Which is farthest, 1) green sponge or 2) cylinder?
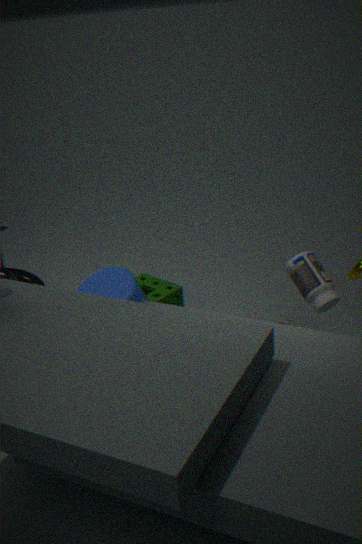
1. green sponge
